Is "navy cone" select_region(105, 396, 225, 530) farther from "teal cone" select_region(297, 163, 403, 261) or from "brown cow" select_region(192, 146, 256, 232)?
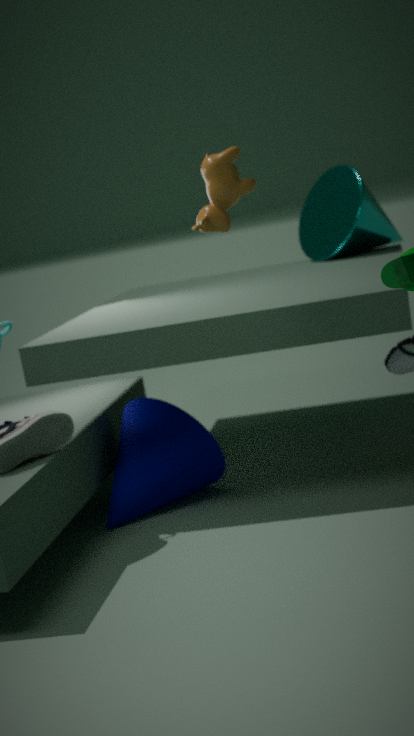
"teal cone" select_region(297, 163, 403, 261)
